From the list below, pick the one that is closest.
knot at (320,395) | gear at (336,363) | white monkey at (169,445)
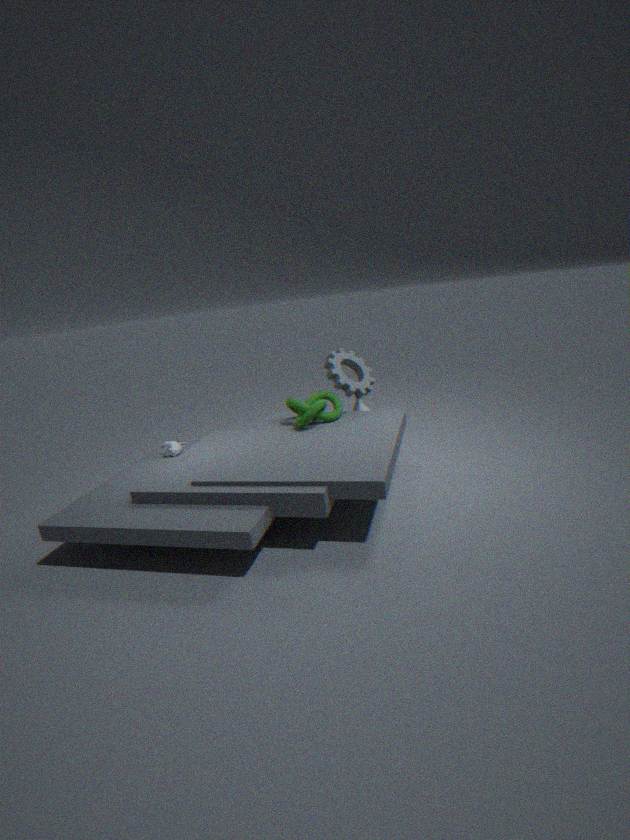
knot at (320,395)
